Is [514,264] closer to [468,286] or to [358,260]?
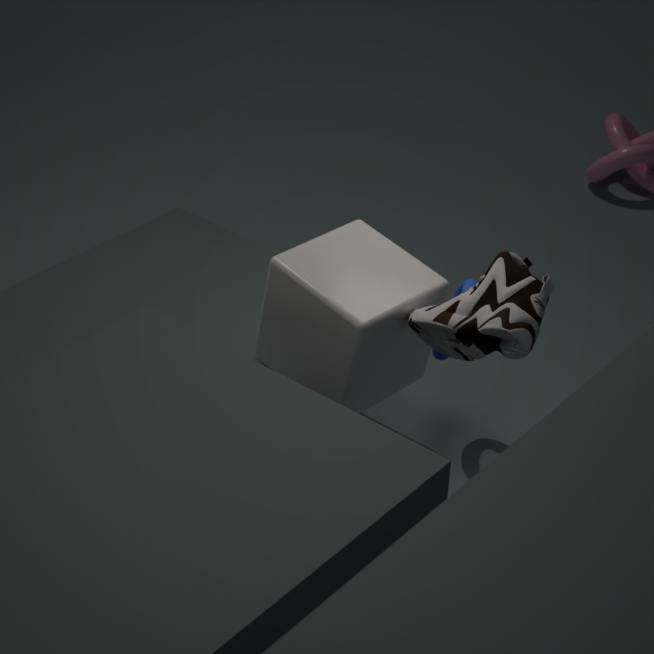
[358,260]
